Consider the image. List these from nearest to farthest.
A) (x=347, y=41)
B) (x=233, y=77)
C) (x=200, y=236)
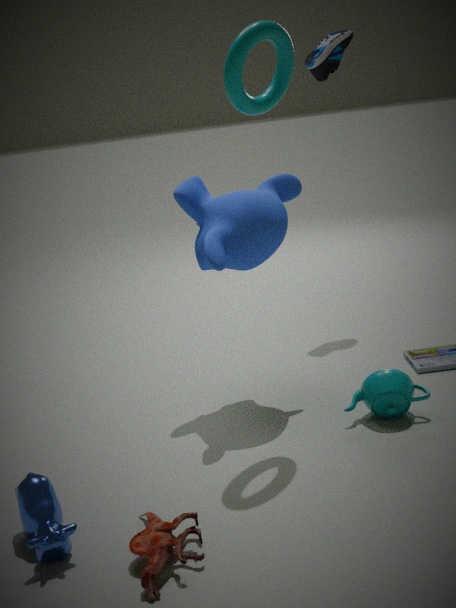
1. (x=233, y=77)
2. (x=200, y=236)
3. (x=347, y=41)
